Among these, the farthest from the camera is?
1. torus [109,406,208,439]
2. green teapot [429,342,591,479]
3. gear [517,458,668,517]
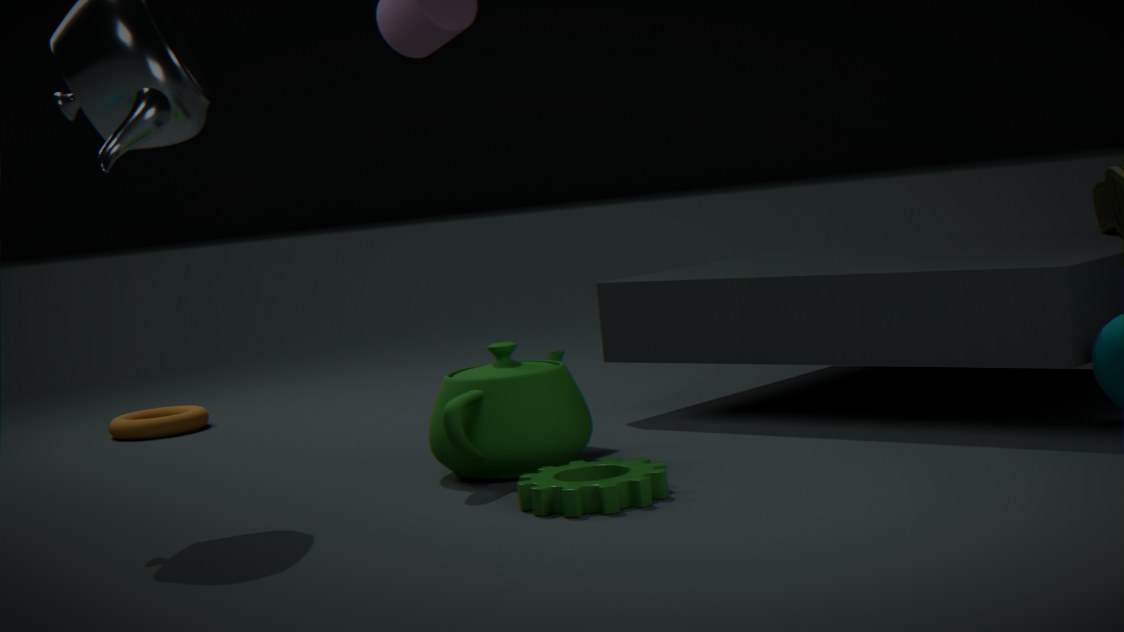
torus [109,406,208,439]
